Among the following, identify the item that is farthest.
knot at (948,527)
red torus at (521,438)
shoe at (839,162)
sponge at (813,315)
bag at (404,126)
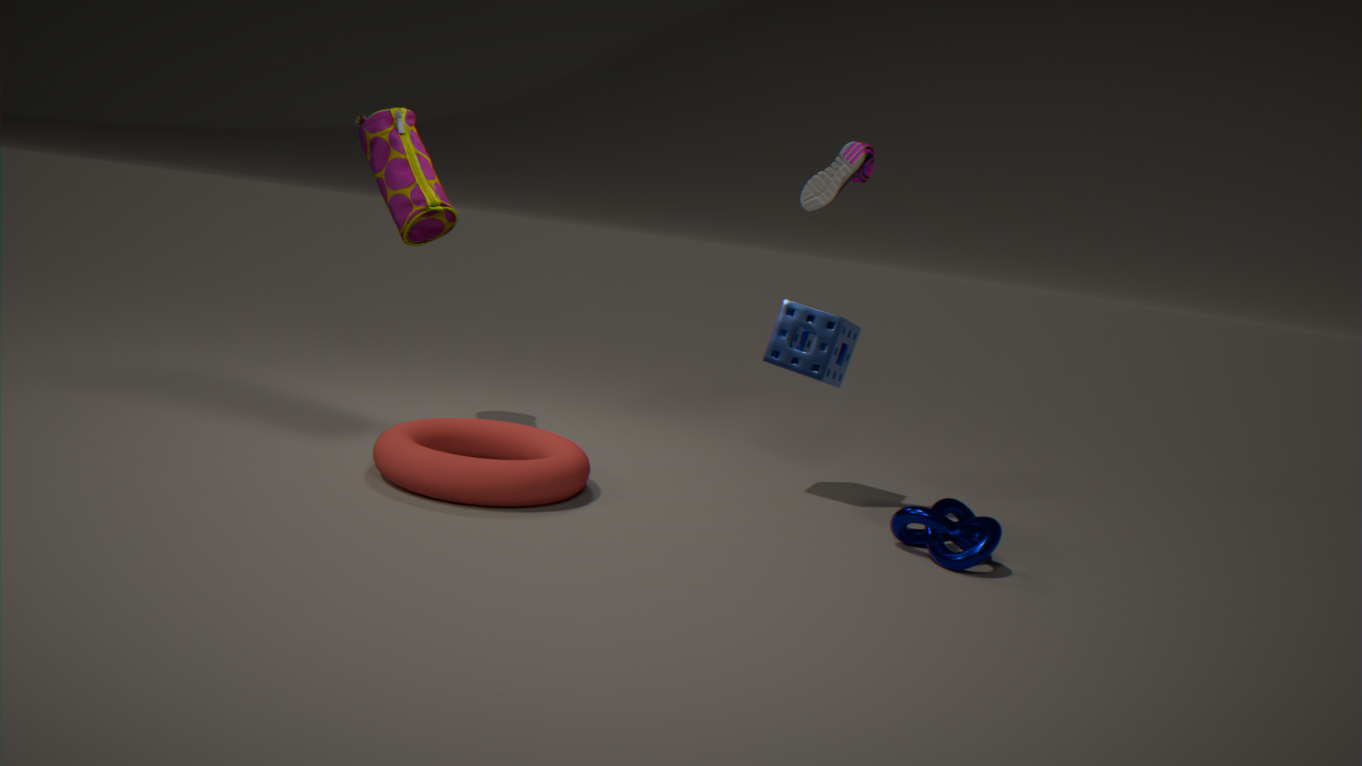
bag at (404,126)
